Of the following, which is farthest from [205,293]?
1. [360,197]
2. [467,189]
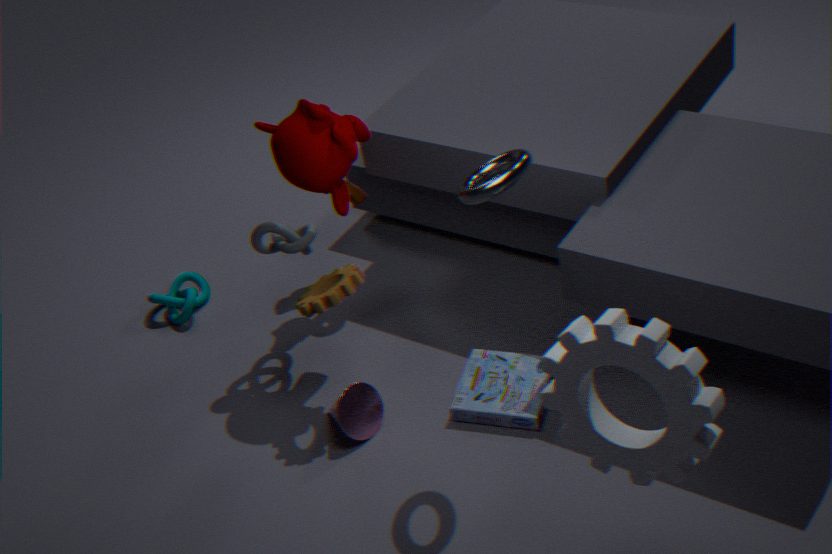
[467,189]
